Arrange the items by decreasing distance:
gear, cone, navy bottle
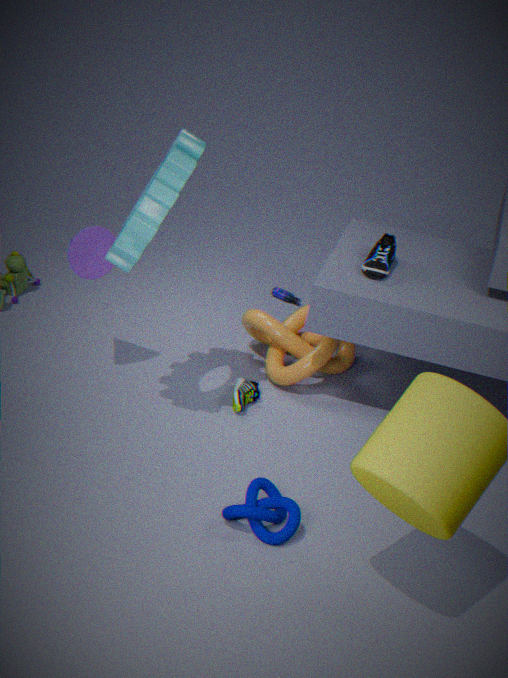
navy bottle < cone < gear
